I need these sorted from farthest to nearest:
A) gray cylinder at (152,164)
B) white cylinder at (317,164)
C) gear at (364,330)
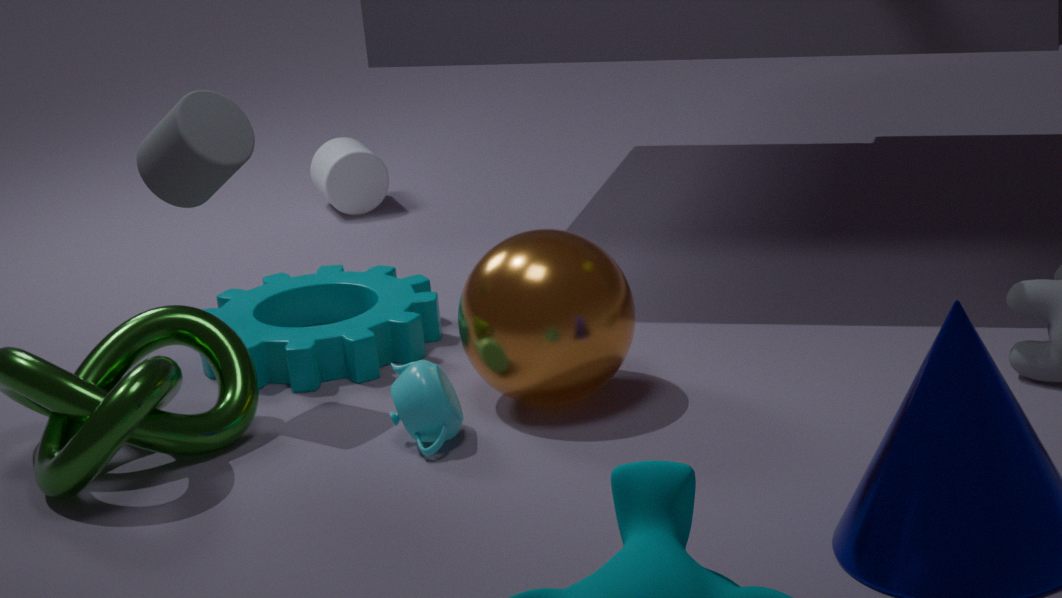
white cylinder at (317,164)
gear at (364,330)
gray cylinder at (152,164)
